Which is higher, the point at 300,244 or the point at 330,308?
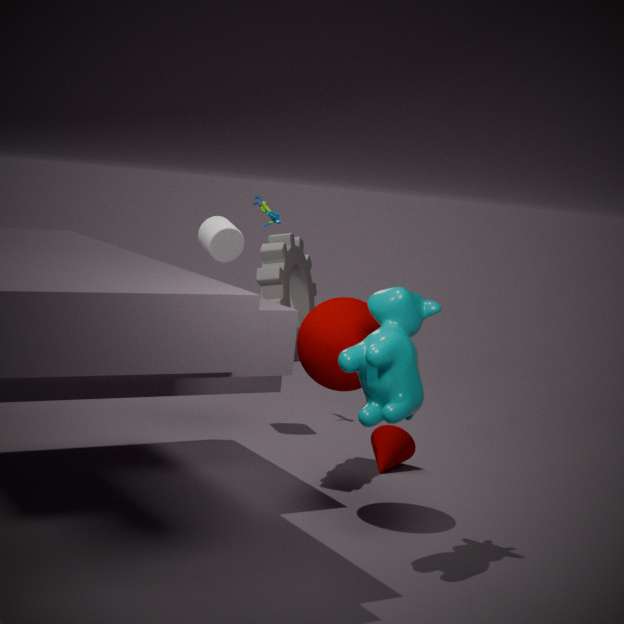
the point at 300,244
